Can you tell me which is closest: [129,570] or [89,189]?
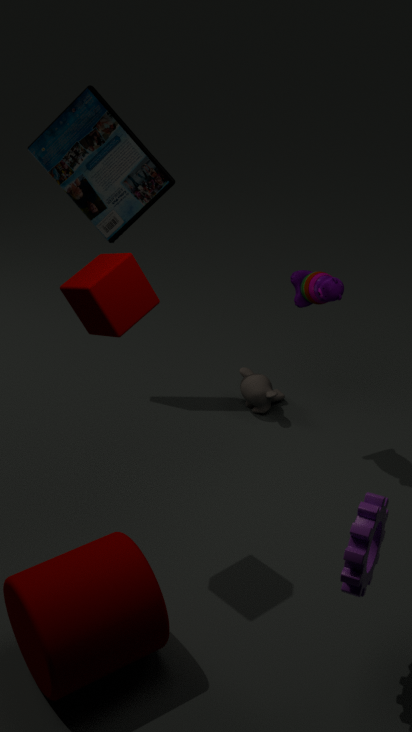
[129,570]
